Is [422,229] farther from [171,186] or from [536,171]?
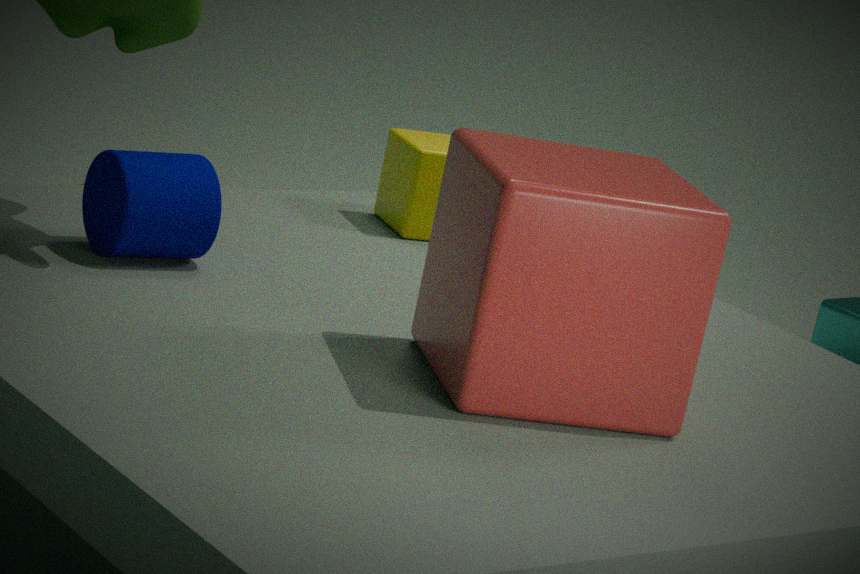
[536,171]
